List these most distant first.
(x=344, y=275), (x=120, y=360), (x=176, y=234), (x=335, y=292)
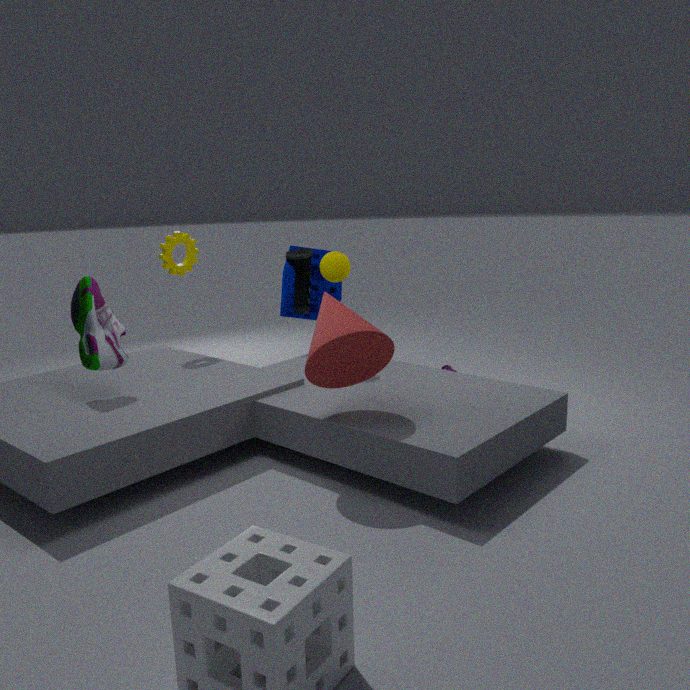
(x=335, y=292) → (x=176, y=234) → (x=344, y=275) → (x=120, y=360)
